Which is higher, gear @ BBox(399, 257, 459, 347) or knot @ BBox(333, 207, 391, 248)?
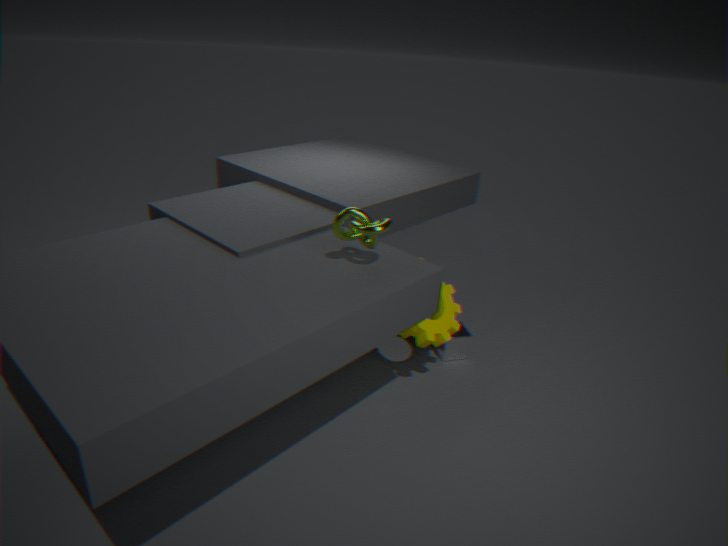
knot @ BBox(333, 207, 391, 248)
